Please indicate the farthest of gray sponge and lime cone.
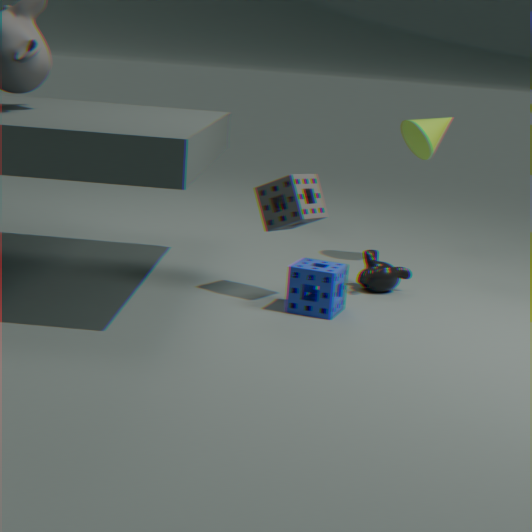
lime cone
